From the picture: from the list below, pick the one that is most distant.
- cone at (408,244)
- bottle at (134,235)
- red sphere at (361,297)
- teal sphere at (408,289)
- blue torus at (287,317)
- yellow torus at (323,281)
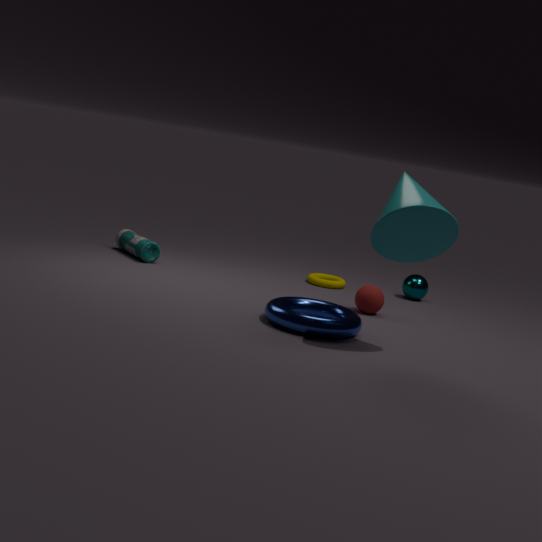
teal sphere at (408,289)
